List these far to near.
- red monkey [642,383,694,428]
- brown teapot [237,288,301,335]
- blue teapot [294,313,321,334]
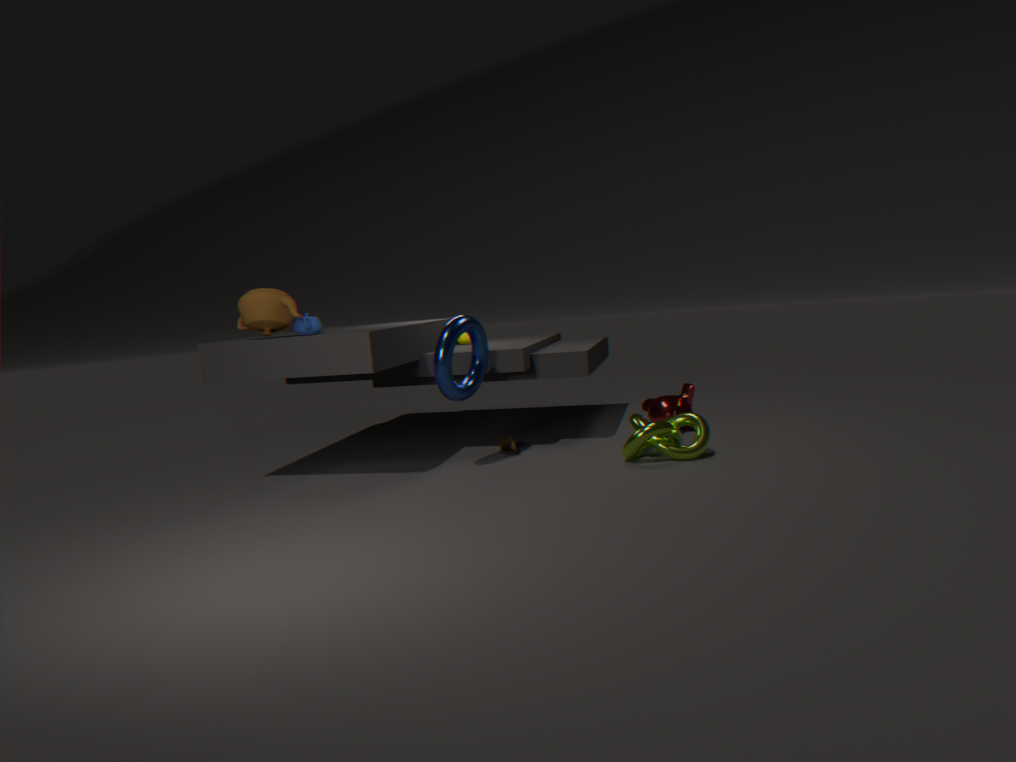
red monkey [642,383,694,428]
blue teapot [294,313,321,334]
brown teapot [237,288,301,335]
